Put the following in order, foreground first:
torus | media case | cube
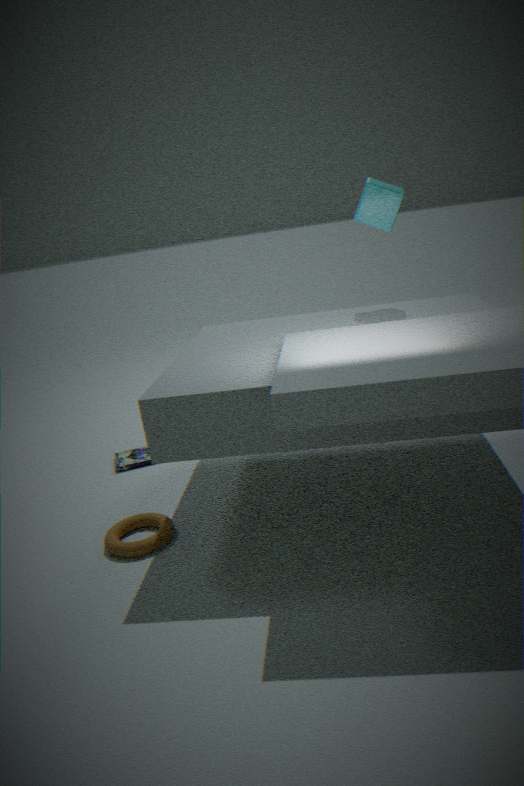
torus, cube, media case
